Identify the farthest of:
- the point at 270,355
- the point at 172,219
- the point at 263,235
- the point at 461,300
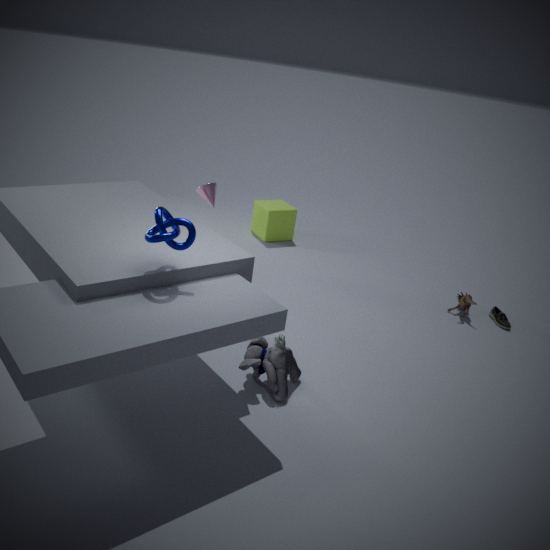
the point at 263,235
